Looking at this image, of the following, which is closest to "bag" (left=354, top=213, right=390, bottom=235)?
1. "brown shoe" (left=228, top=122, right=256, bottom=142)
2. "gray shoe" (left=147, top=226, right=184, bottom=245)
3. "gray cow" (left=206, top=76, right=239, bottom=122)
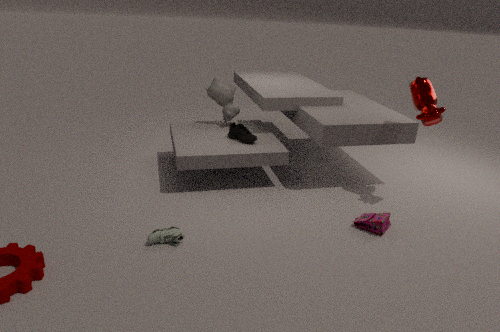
"brown shoe" (left=228, top=122, right=256, bottom=142)
